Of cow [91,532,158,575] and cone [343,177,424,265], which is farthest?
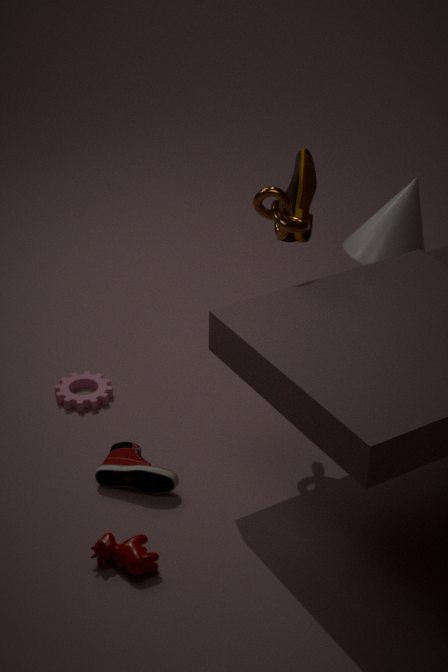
cone [343,177,424,265]
